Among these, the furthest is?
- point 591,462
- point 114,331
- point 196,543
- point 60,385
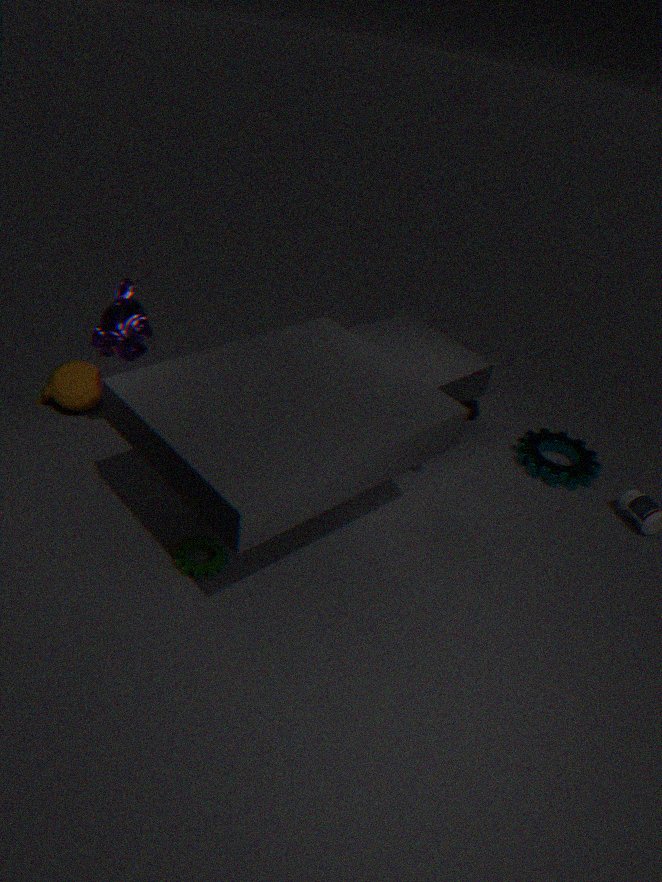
point 591,462
